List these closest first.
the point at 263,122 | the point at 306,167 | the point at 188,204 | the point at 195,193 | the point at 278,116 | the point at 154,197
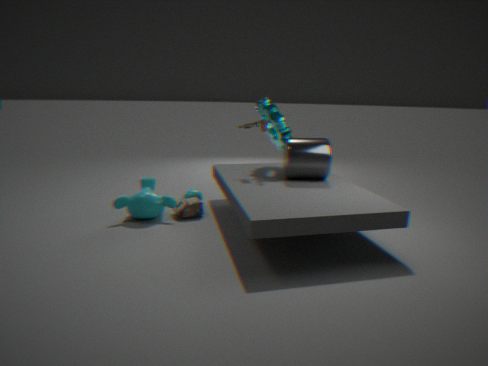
the point at 306,167, the point at 154,197, the point at 188,204, the point at 263,122, the point at 278,116, the point at 195,193
